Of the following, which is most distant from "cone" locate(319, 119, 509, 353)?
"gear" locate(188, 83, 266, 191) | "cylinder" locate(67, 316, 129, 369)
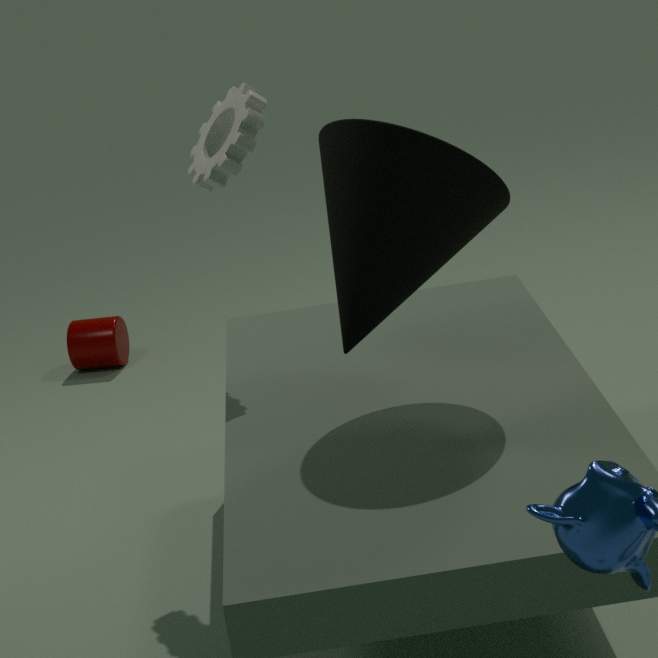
"cylinder" locate(67, 316, 129, 369)
